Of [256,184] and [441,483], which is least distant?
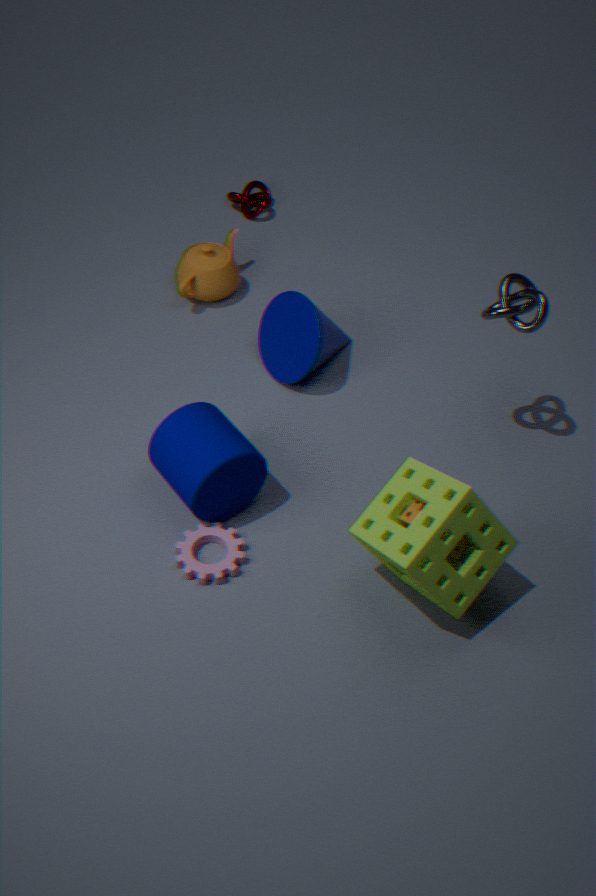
[441,483]
